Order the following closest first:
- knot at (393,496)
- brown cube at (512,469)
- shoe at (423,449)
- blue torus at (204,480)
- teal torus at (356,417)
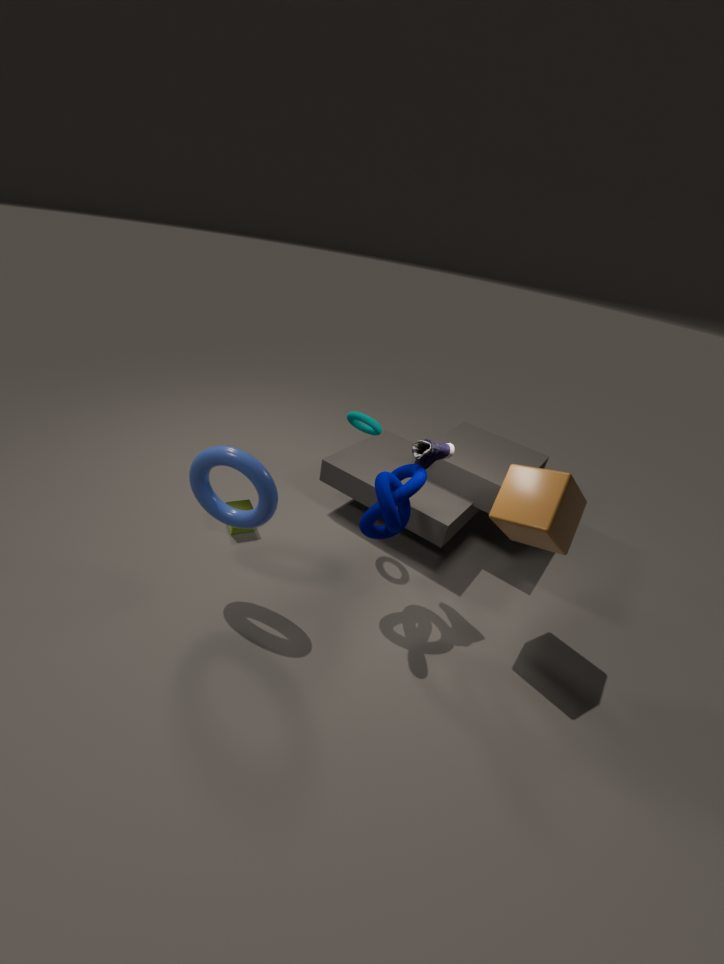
brown cube at (512,469), blue torus at (204,480), knot at (393,496), shoe at (423,449), teal torus at (356,417)
